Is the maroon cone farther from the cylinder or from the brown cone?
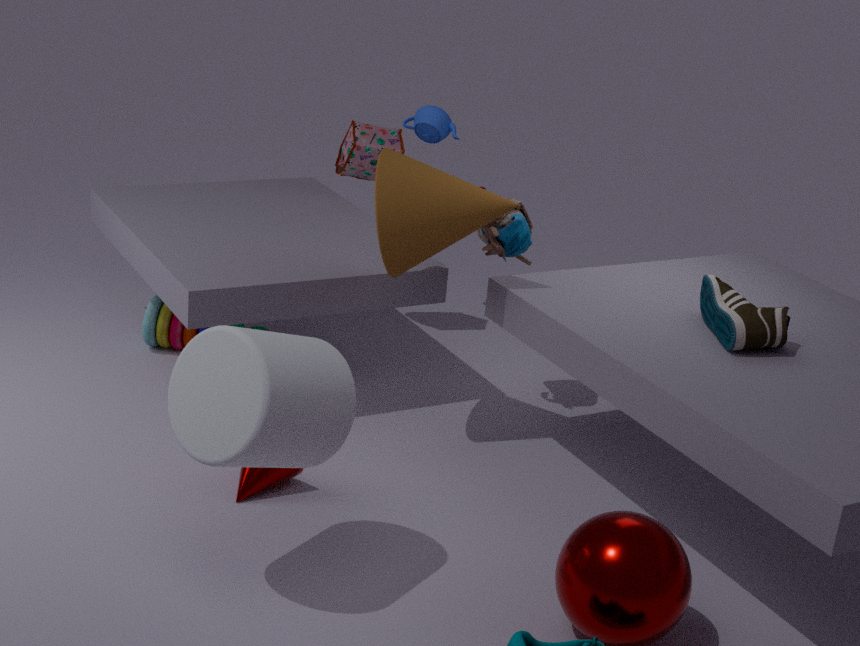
the brown cone
